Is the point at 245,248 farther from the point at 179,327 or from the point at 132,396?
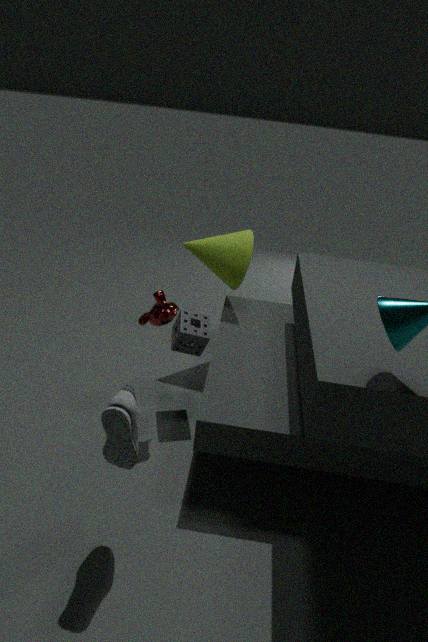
the point at 132,396
